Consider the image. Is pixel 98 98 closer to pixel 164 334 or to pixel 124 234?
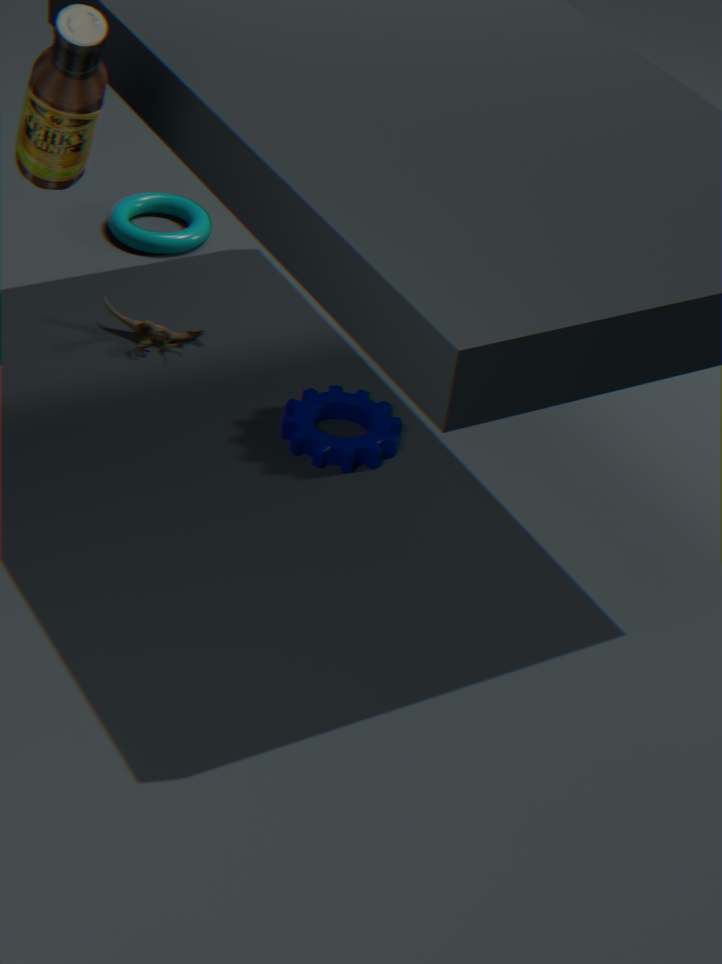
pixel 164 334
